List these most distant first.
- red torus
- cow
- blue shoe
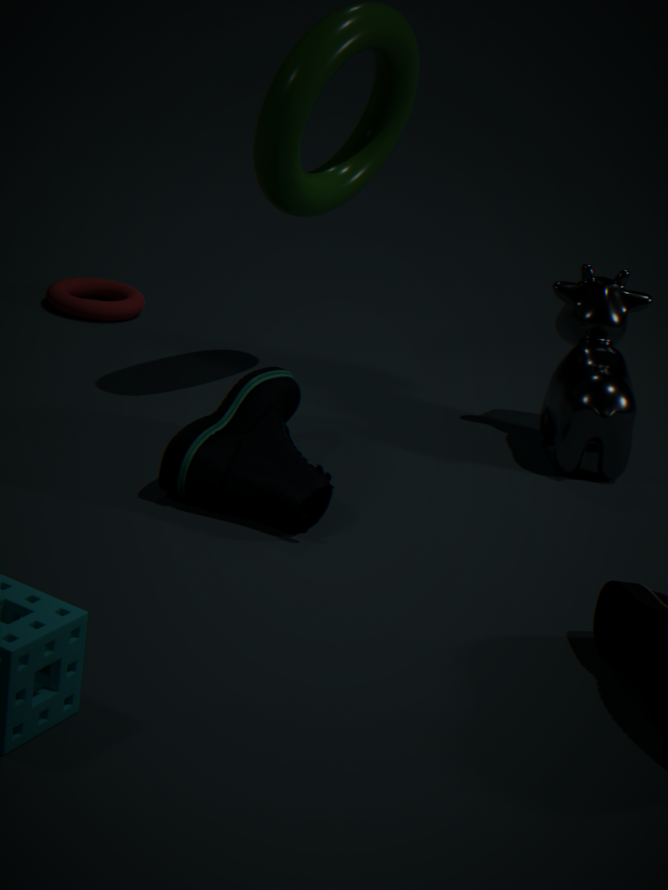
1. red torus
2. cow
3. blue shoe
